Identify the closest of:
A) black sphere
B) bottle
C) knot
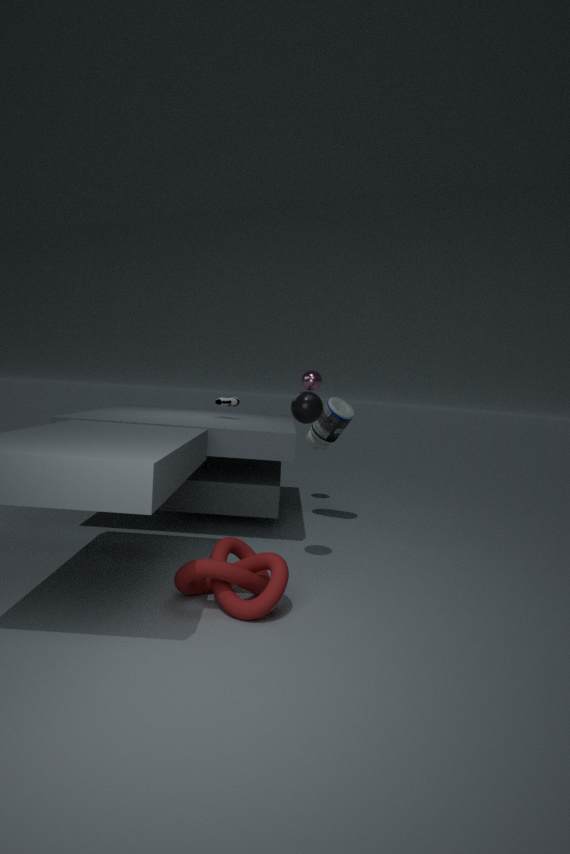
knot
